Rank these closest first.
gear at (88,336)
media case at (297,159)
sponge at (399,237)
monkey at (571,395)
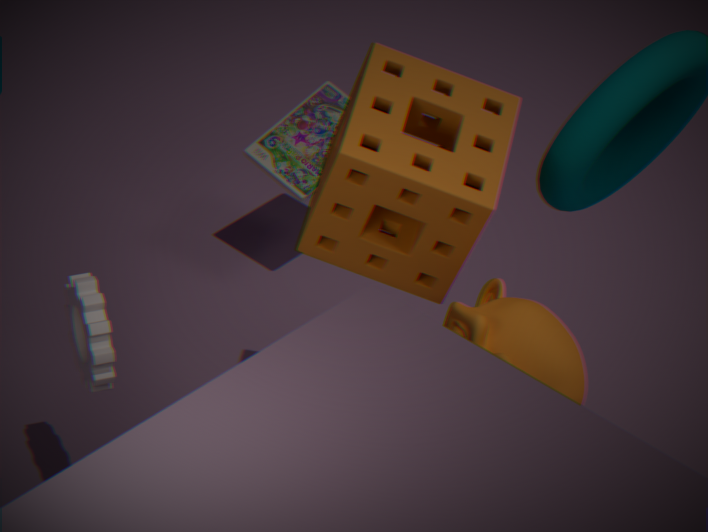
1. monkey at (571,395)
2. sponge at (399,237)
3. gear at (88,336)
4. media case at (297,159)
